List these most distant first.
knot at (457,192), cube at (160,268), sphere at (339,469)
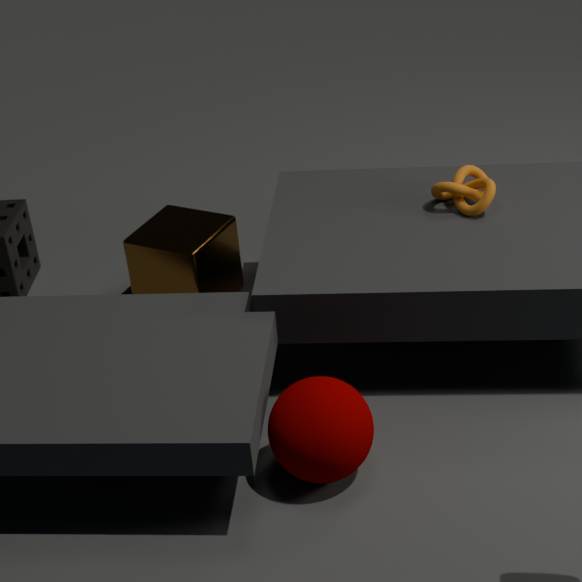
1. cube at (160,268)
2. knot at (457,192)
3. sphere at (339,469)
